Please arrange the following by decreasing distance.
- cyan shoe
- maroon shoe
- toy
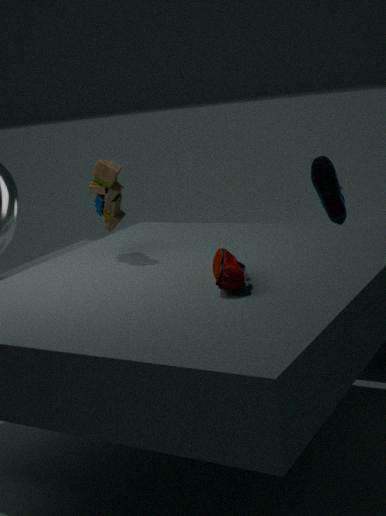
1. cyan shoe
2. toy
3. maroon shoe
